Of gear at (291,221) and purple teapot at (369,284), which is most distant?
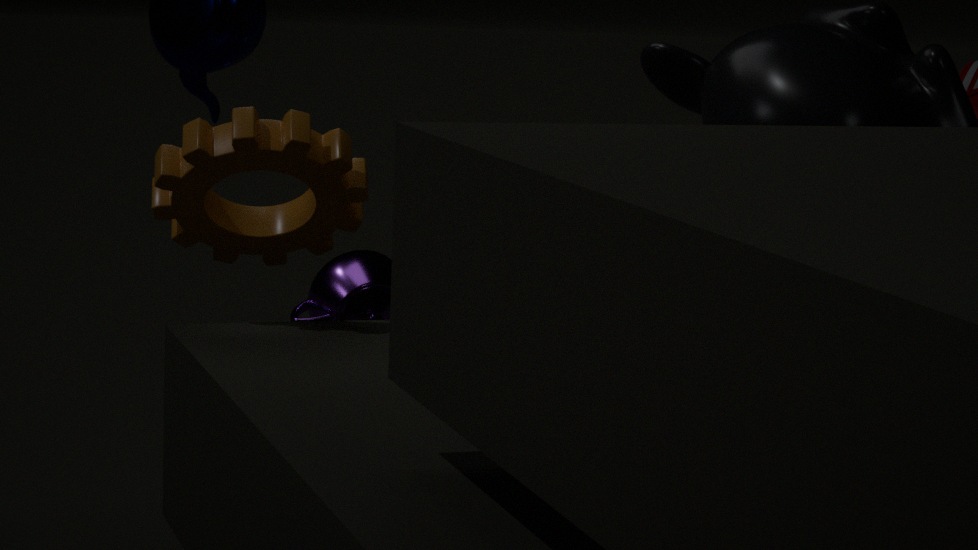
purple teapot at (369,284)
